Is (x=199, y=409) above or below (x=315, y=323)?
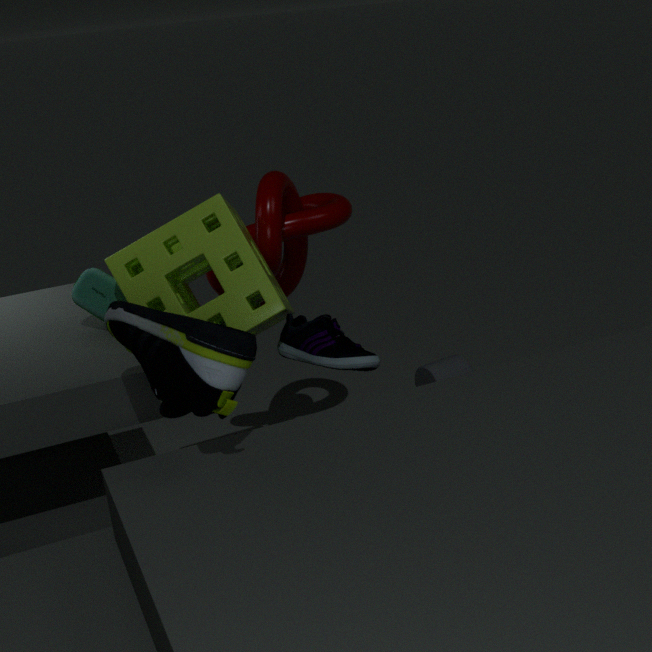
above
